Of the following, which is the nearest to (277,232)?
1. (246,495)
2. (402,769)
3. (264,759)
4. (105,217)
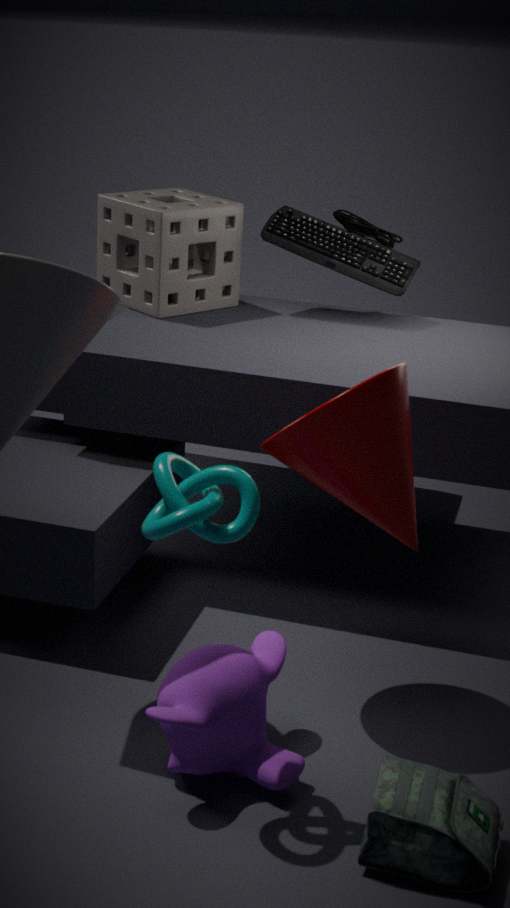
(105,217)
